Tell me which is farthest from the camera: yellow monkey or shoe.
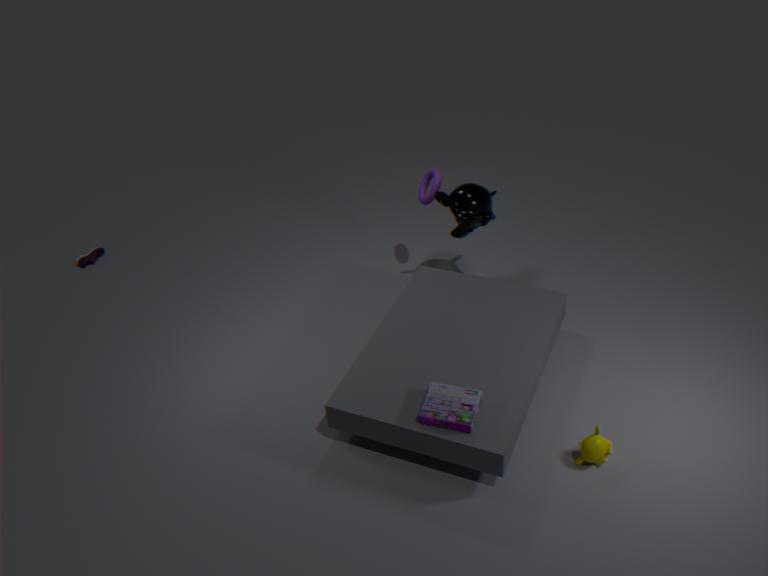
shoe
